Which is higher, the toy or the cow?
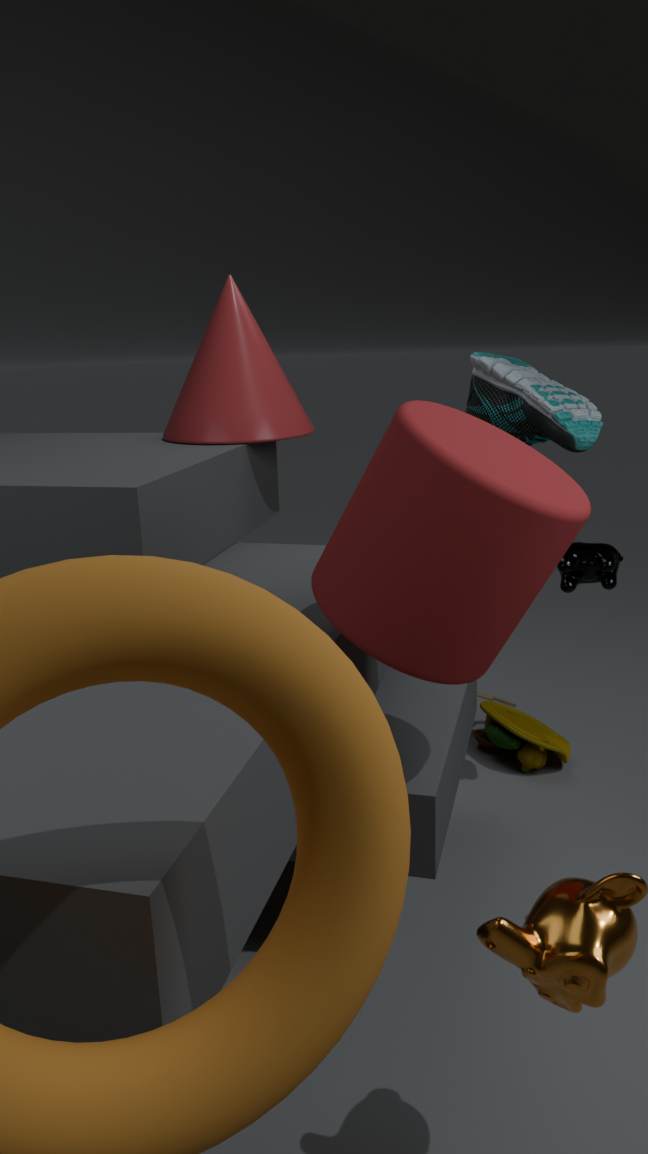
the cow
